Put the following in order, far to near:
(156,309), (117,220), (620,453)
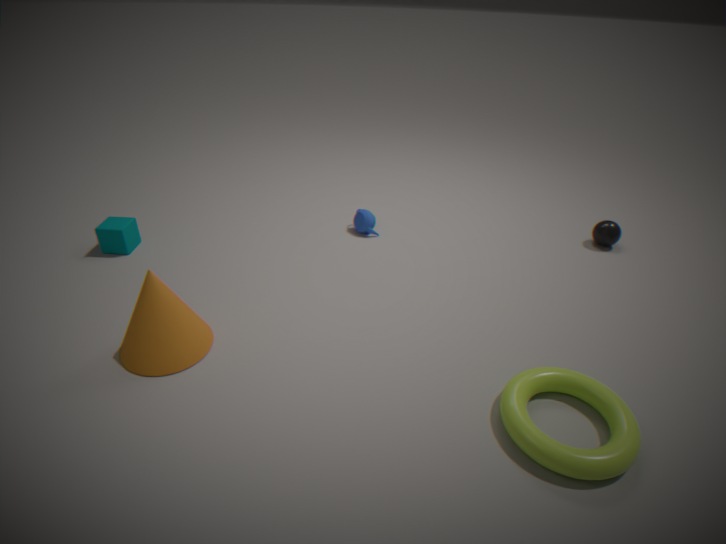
(117,220), (156,309), (620,453)
